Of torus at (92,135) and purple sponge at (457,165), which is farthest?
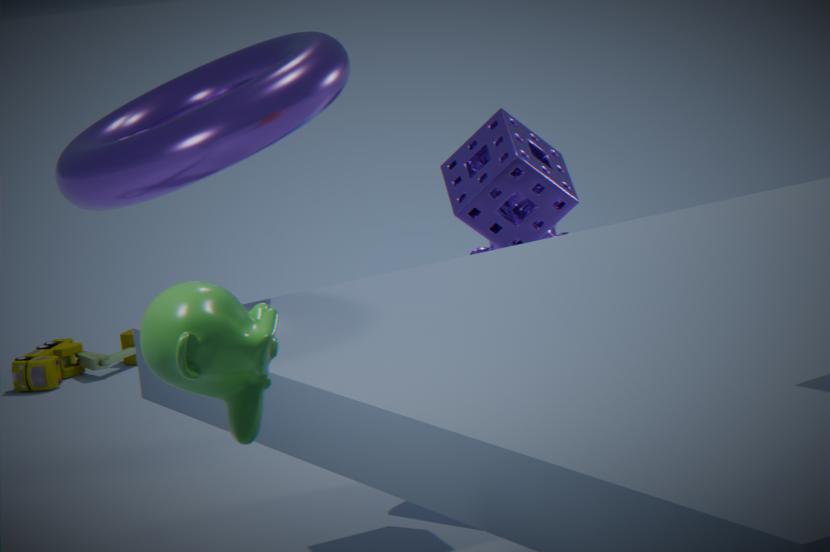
purple sponge at (457,165)
